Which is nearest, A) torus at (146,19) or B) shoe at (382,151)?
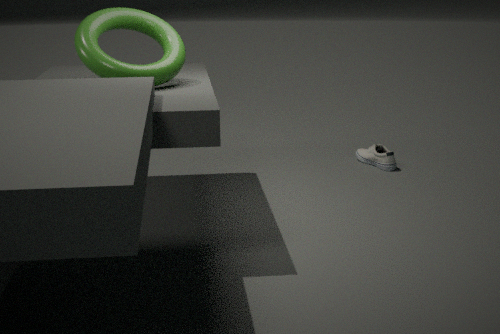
A. torus at (146,19)
